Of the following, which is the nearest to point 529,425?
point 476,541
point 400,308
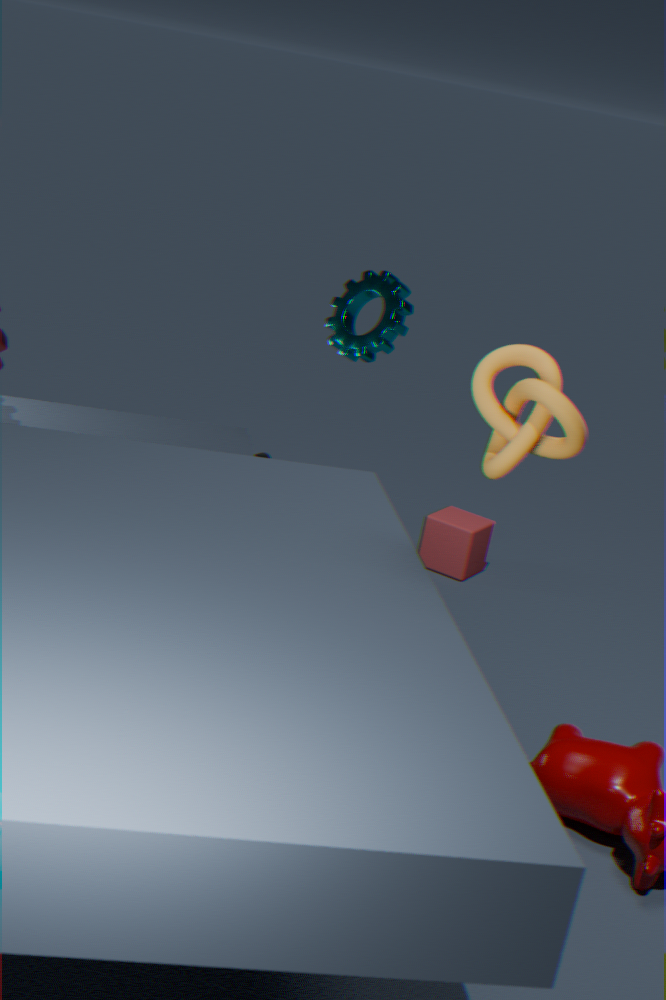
point 400,308
